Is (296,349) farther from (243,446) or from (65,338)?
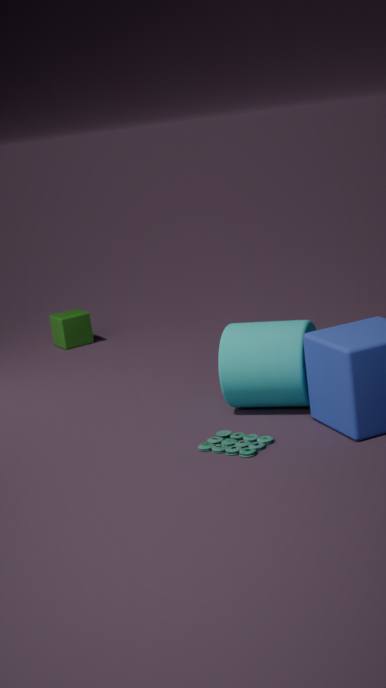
(65,338)
